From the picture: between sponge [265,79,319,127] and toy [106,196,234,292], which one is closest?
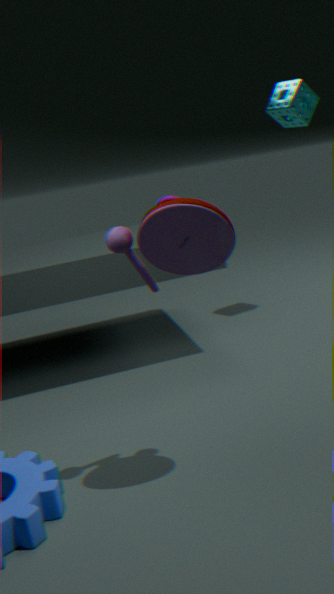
toy [106,196,234,292]
